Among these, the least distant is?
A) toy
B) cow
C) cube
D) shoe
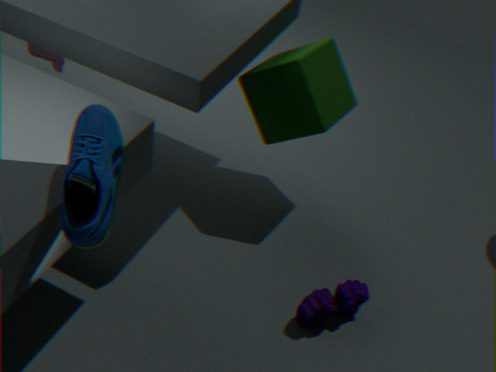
shoe
